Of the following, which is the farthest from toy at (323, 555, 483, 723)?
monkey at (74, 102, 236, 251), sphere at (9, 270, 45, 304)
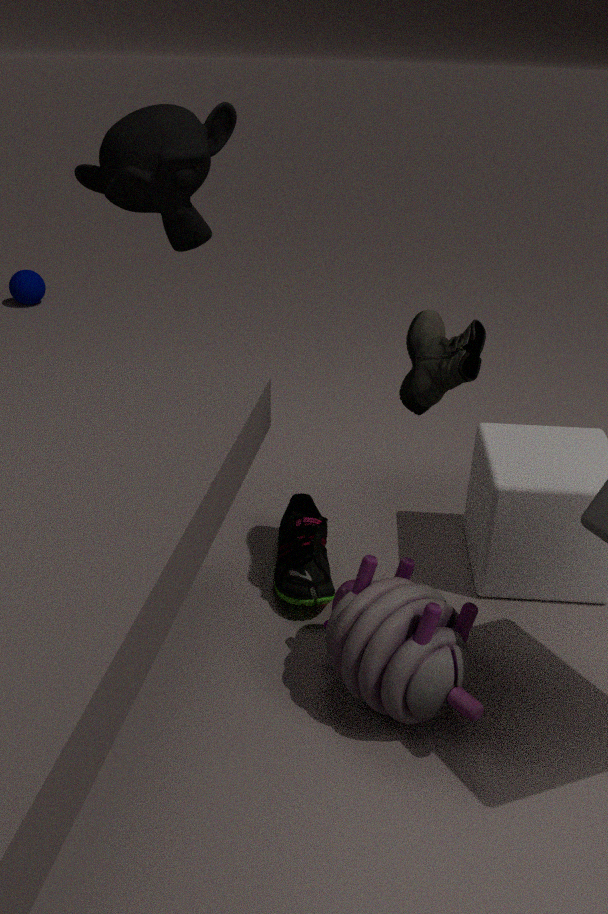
sphere at (9, 270, 45, 304)
